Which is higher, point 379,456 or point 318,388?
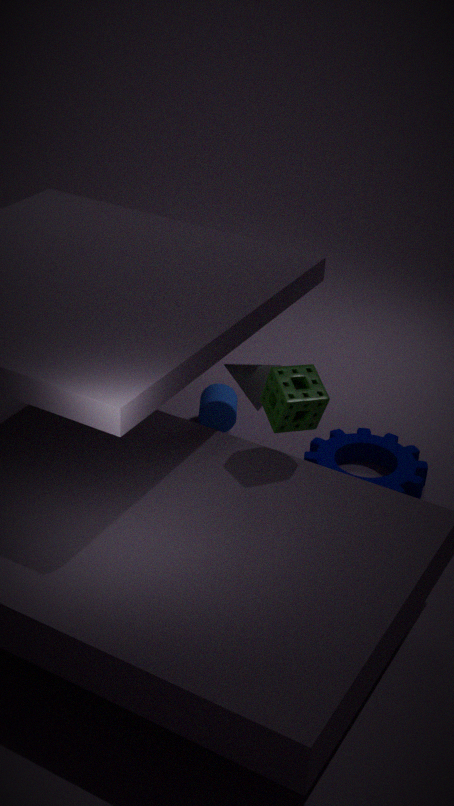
point 318,388
